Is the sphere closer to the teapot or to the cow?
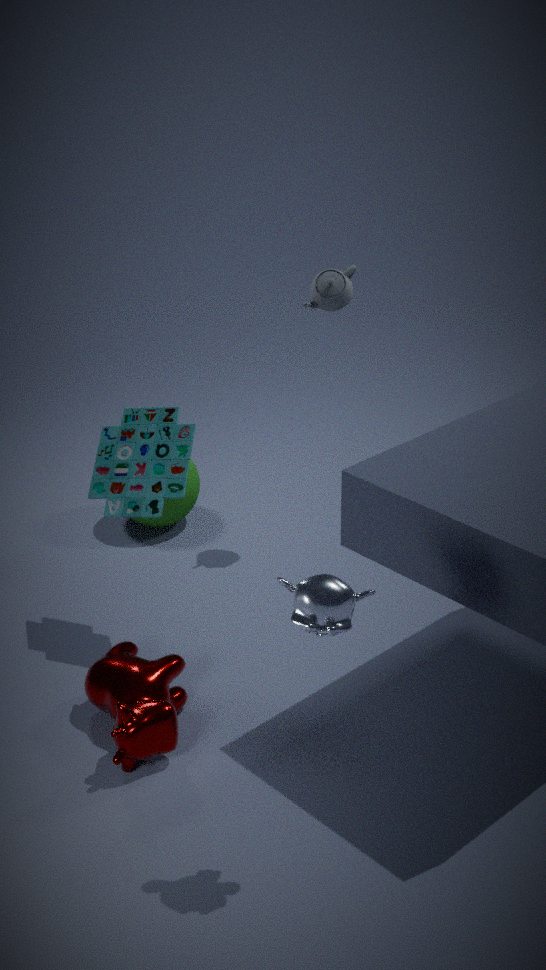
the teapot
